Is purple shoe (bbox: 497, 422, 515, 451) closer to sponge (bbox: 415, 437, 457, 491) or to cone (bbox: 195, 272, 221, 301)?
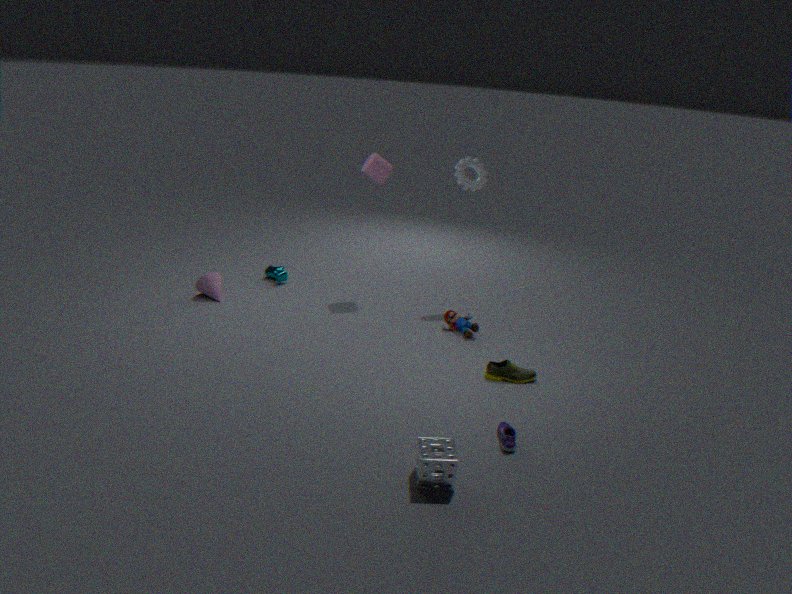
sponge (bbox: 415, 437, 457, 491)
